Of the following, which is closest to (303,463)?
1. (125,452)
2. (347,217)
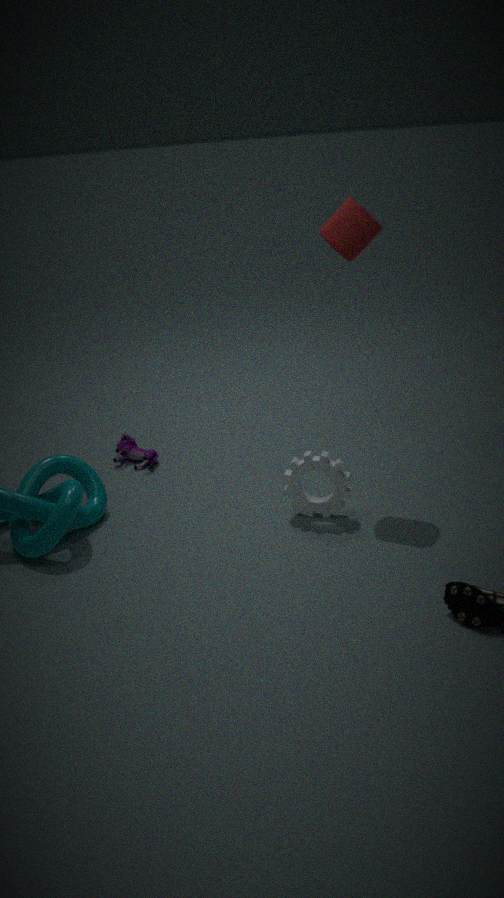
(347,217)
